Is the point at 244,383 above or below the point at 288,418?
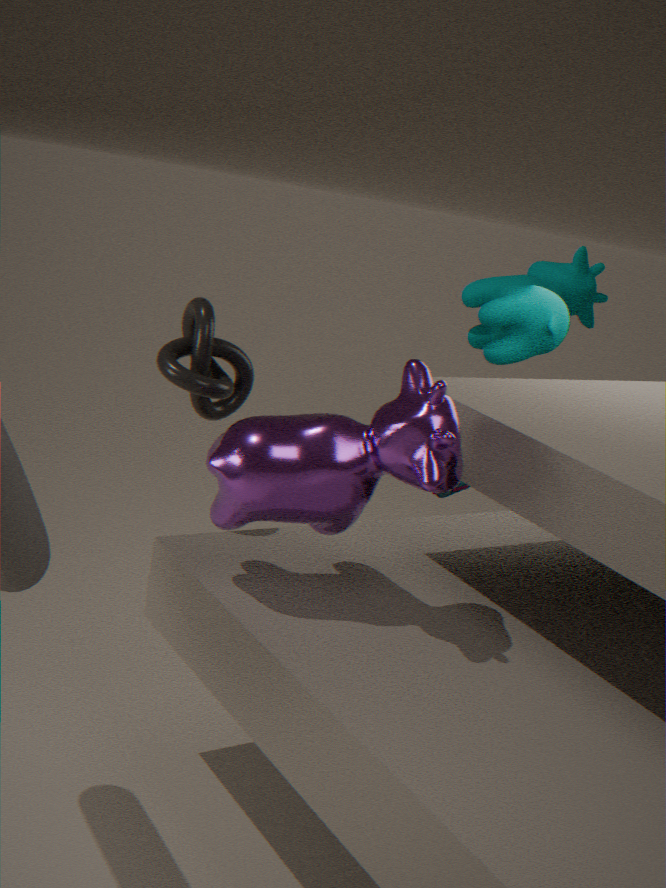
above
